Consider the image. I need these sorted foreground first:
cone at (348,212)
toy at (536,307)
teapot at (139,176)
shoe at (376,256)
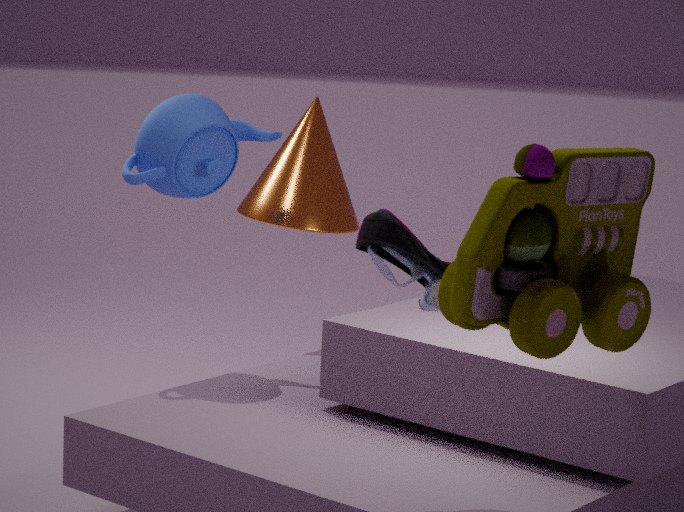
1. toy at (536,307)
2. shoe at (376,256)
3. teapot at (139,176)
4. cone at (348,212)
